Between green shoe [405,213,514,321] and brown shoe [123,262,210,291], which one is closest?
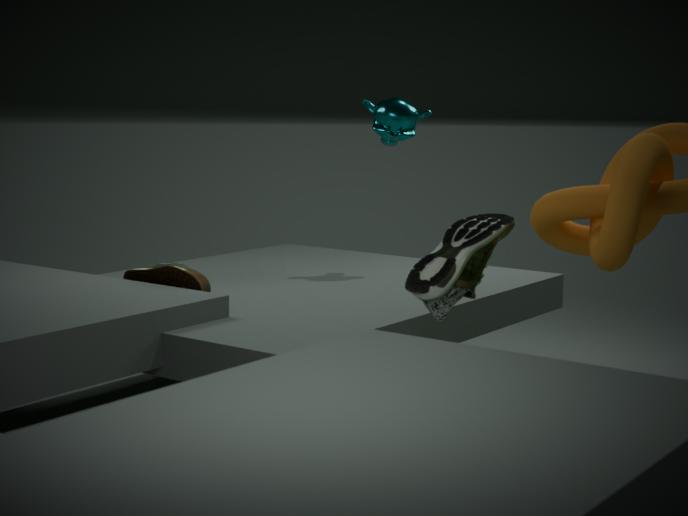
green shoe [405,213,514,321]
